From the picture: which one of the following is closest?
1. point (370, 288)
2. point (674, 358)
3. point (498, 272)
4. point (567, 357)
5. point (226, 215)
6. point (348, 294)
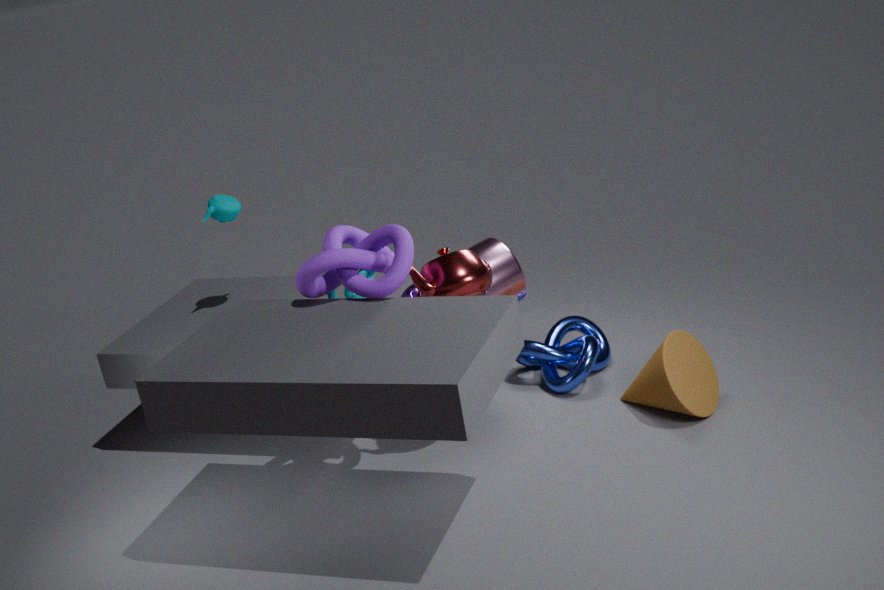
point (370, 288)
